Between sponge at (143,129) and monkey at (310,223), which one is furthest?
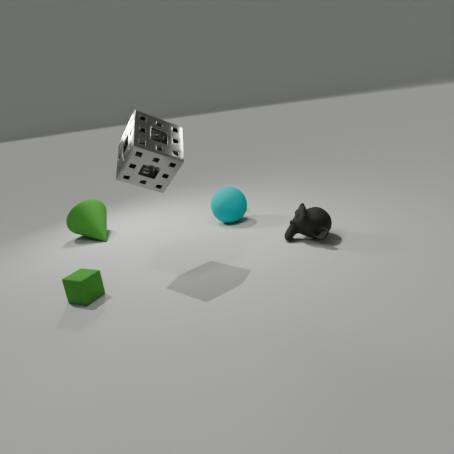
monkey at (310,223)
